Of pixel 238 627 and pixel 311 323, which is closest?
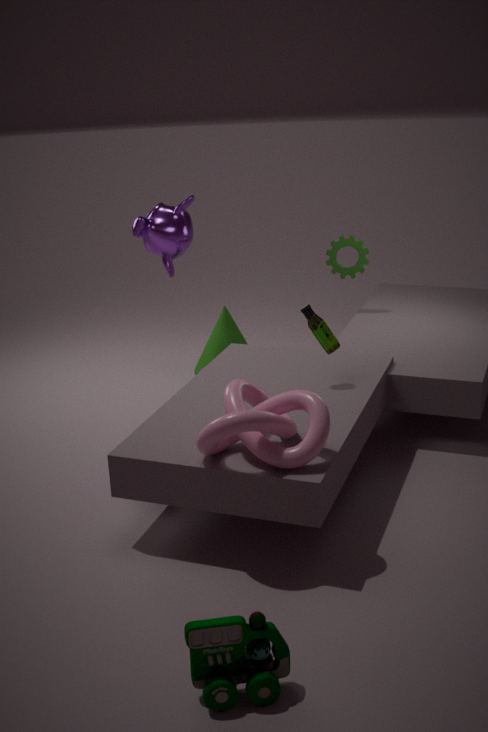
pixel 238 627
